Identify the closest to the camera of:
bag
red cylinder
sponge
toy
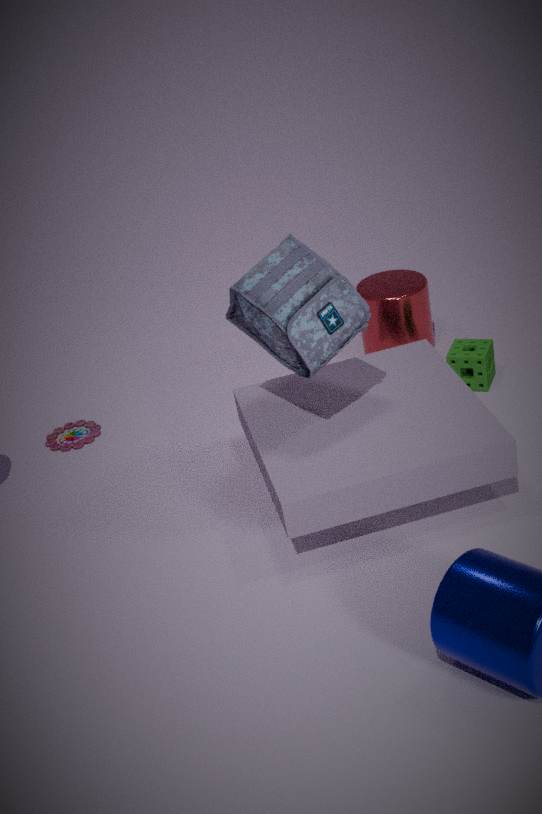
bag
